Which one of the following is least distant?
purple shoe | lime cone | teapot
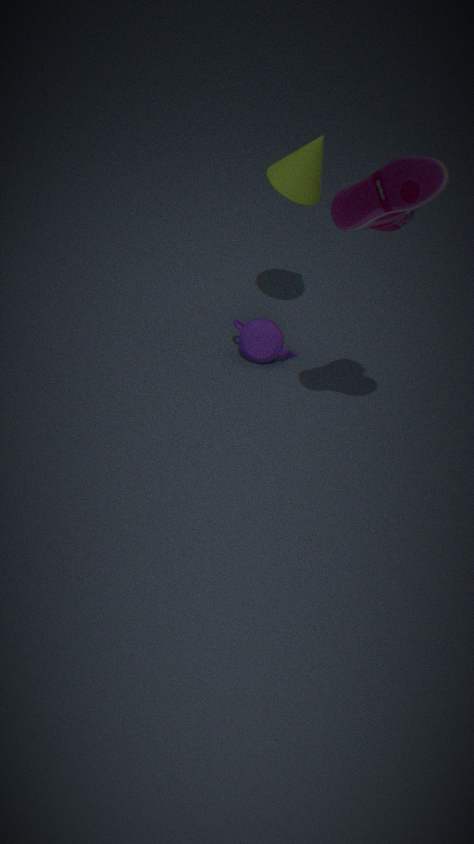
purple shoe
